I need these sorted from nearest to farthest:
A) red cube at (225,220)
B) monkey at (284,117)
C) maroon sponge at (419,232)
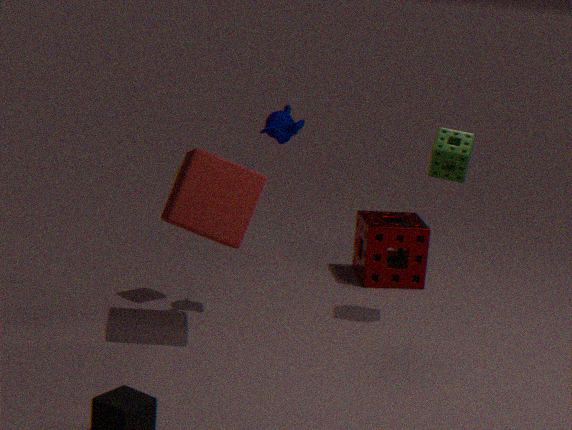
A. red cube at (225,220), B. monkey at (284,117), C. maroon sponge at (419,232)
